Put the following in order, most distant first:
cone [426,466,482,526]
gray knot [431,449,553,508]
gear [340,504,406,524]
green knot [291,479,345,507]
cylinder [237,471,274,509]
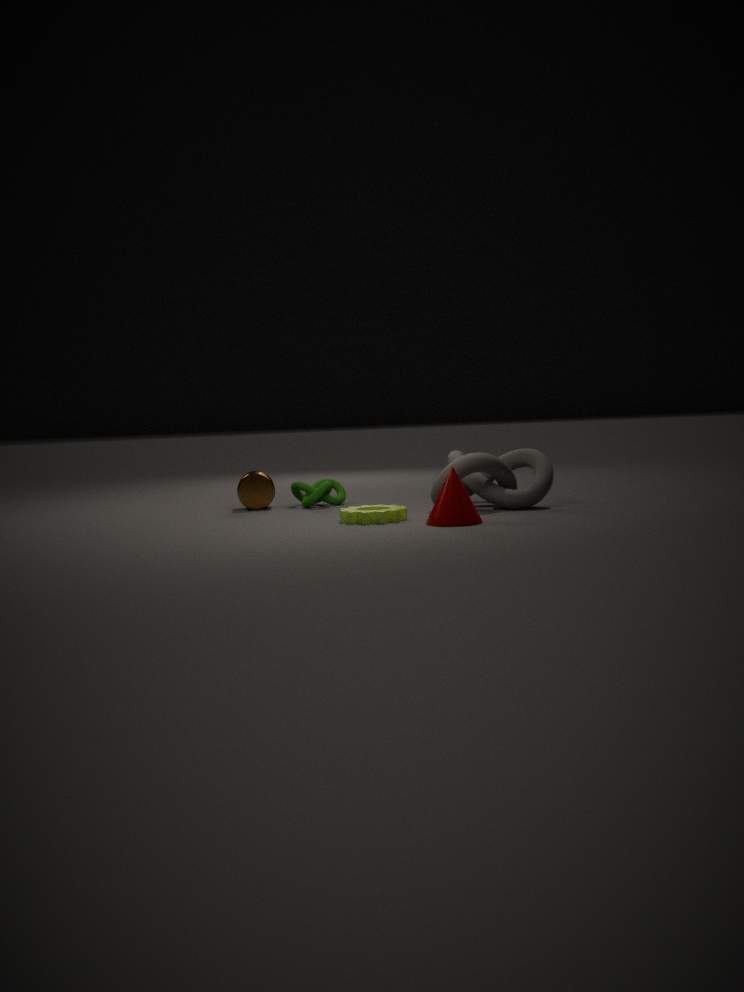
1. cylinder [237,471,274,509]
2. green knot [291,479,345,507]
3. gray knot [431,449,553,508]
4. gear [340,504,406,524]
5. cone [426,466,482,526]
